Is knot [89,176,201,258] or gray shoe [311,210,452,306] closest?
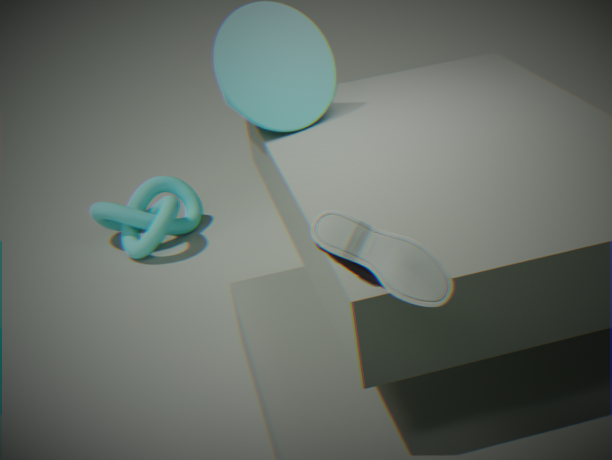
gray shoe [311,210,452,306]
